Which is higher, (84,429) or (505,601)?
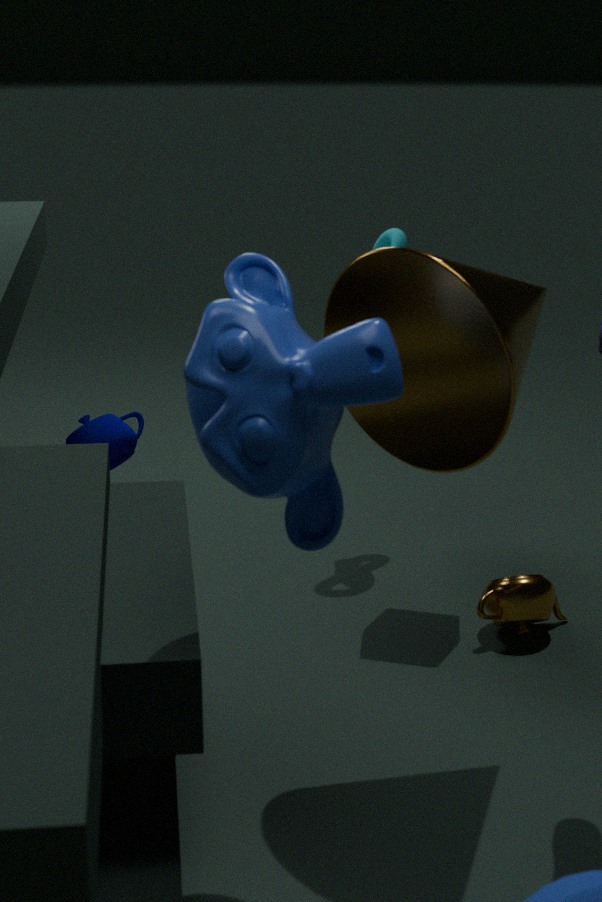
(84,429)
